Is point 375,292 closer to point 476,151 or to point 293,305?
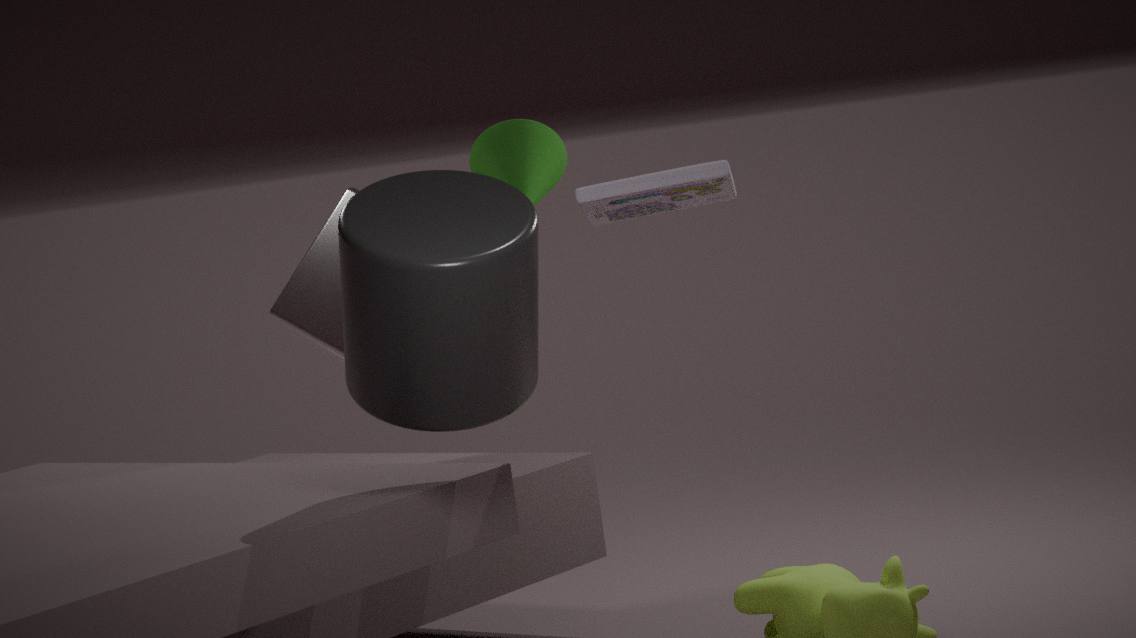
point 476,151
